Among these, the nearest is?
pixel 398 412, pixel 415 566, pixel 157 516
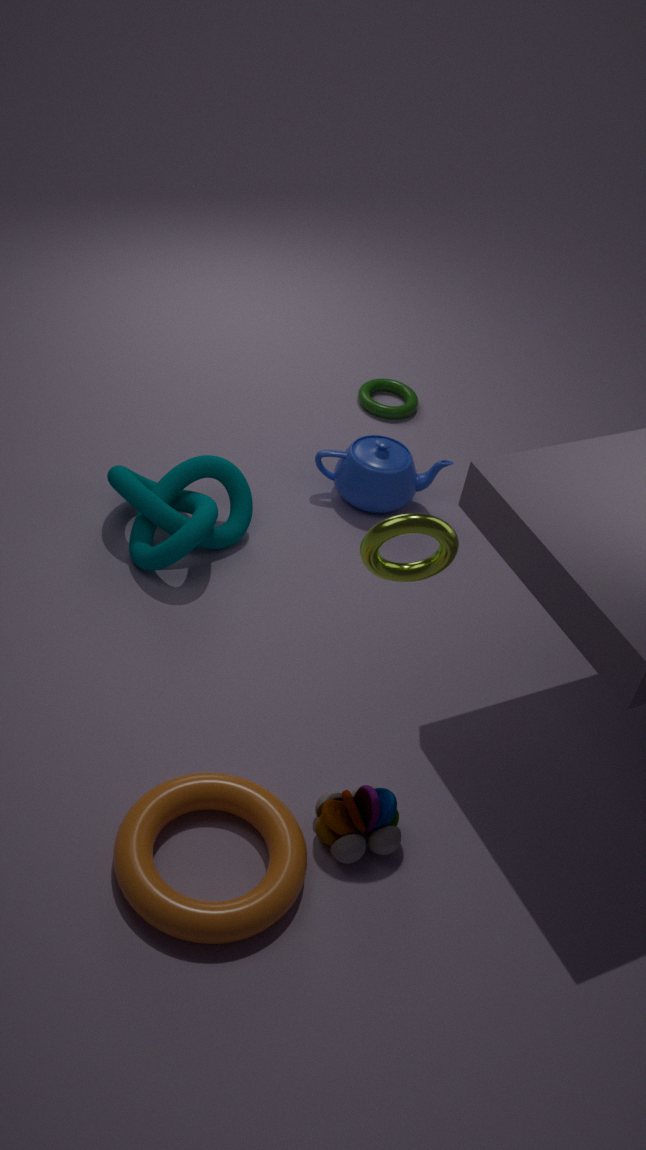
pixel 415 566
